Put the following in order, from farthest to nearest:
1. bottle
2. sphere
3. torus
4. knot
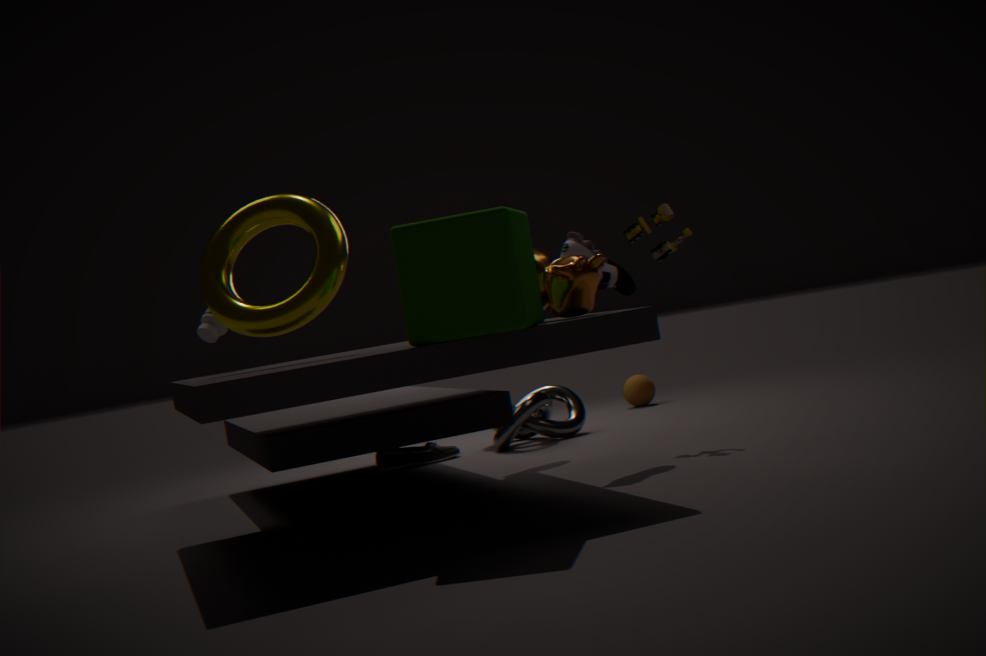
sphere < knot < bottle < torus
